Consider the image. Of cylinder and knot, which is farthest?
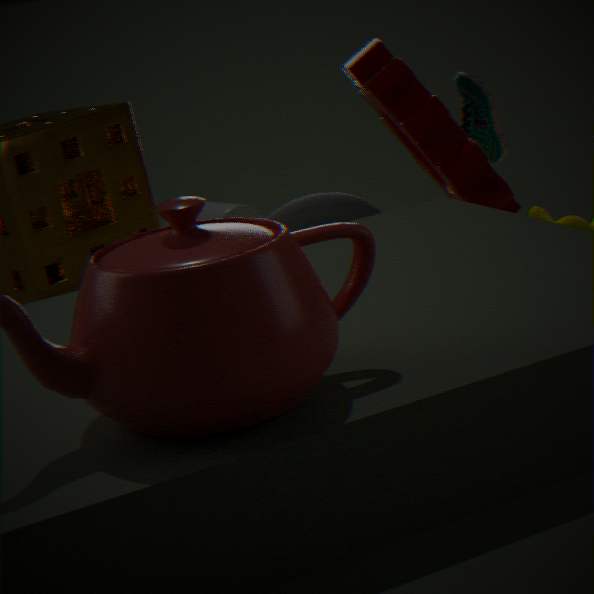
cylinder
